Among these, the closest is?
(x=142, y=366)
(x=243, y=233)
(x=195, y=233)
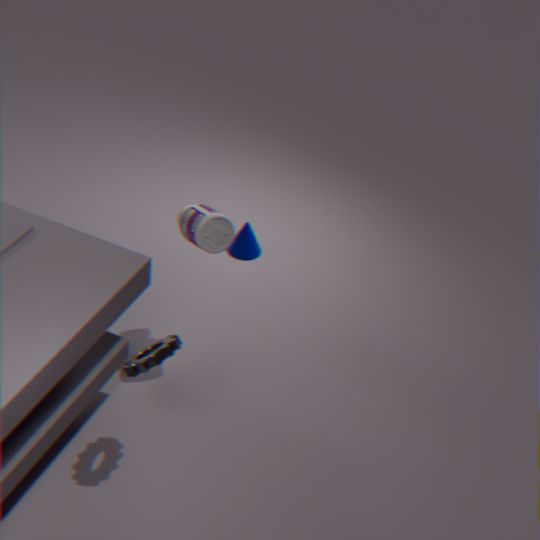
(x=142, y=366)
